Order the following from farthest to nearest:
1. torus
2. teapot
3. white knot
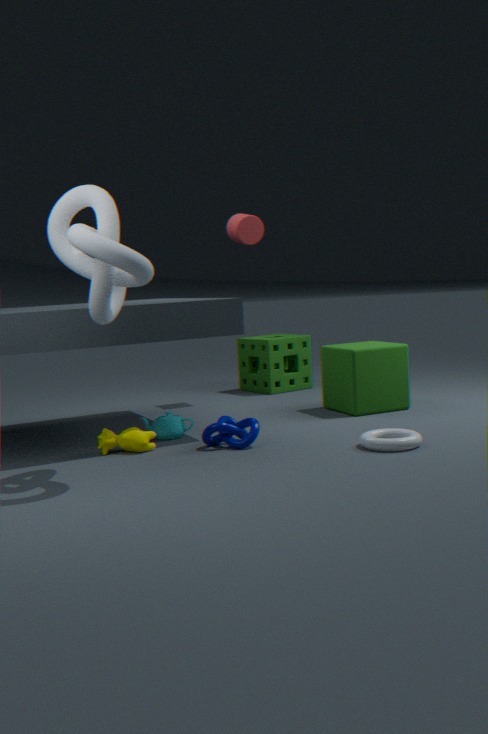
teapot → torus → white knot
